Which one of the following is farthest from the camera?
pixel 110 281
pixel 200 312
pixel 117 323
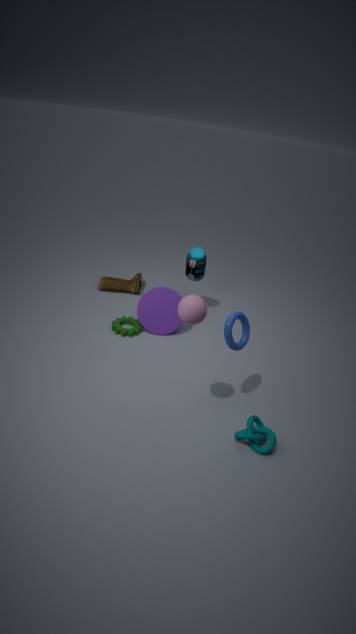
pixel 110 281
